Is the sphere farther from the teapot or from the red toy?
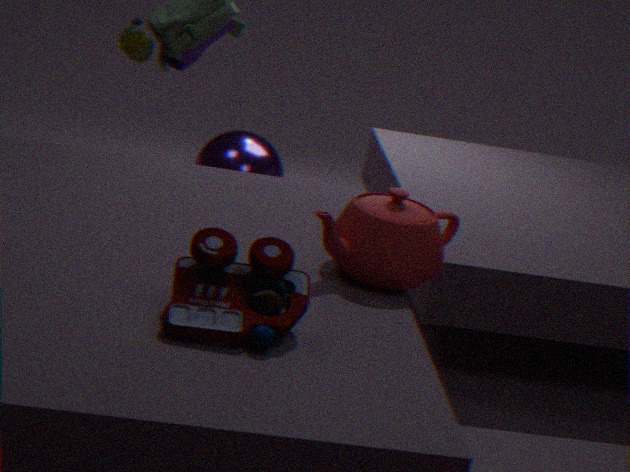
the red toy
